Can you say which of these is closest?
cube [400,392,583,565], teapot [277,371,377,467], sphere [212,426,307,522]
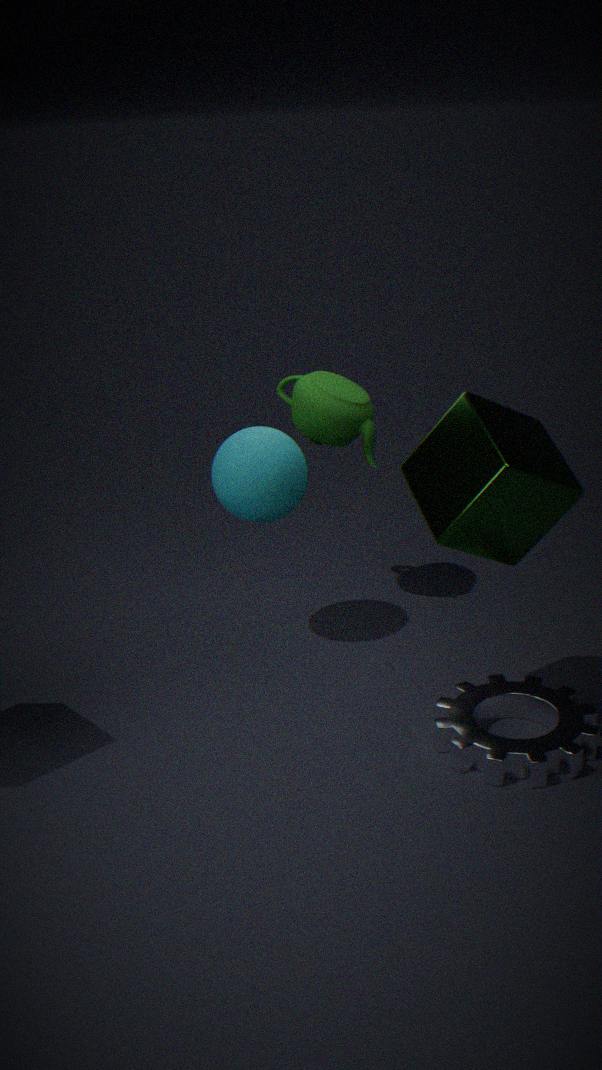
cube [400,392,583,565]
